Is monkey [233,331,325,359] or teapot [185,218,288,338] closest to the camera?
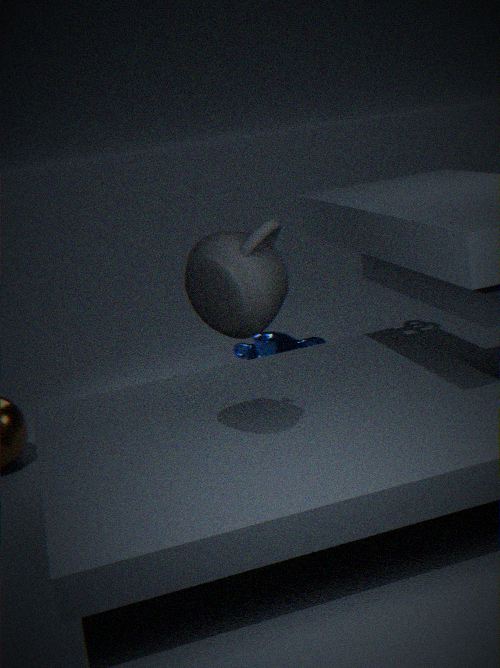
teapot [185,218,288,338]
